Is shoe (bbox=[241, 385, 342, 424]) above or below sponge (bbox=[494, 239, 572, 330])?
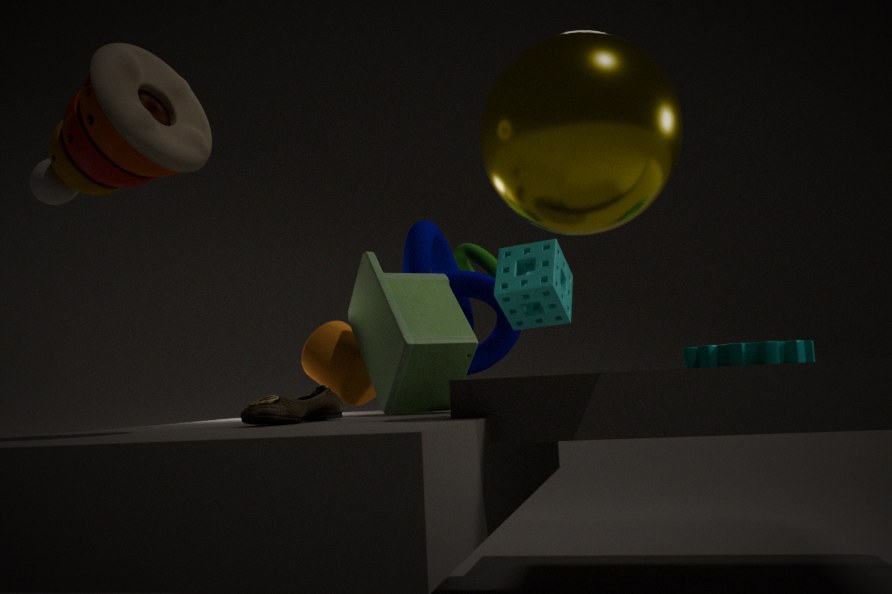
below
